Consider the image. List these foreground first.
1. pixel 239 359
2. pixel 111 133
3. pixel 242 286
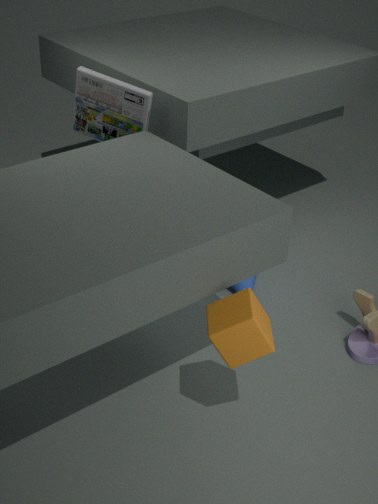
pixel 239 359, pixel 111 133, pixel 242 286
